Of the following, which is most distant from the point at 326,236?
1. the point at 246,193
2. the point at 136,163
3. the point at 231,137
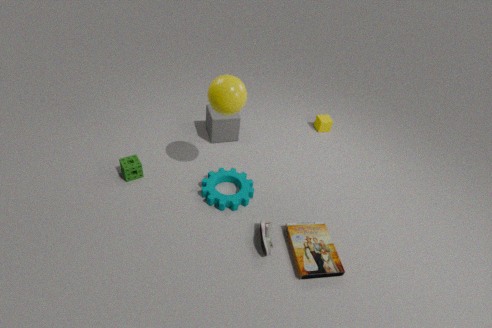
the point at 136,163
